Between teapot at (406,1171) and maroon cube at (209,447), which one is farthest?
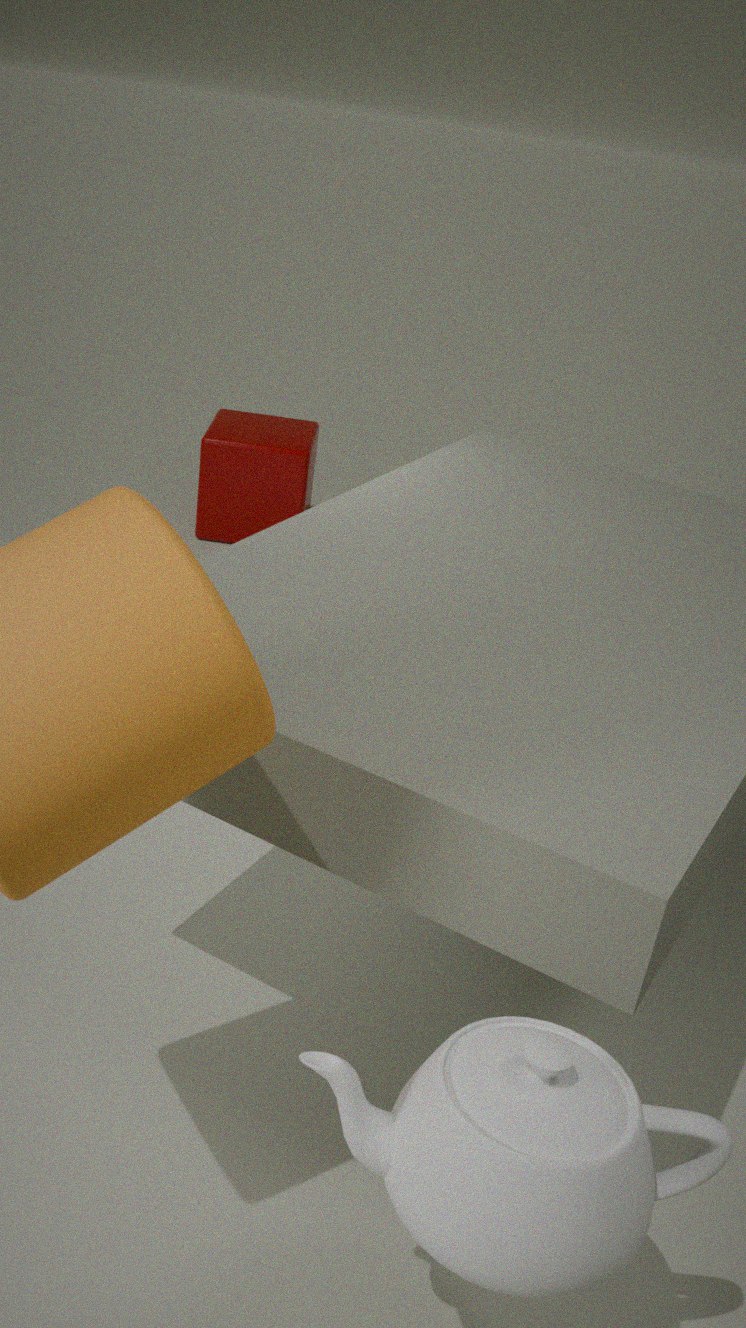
maroon cube at (209,447)
